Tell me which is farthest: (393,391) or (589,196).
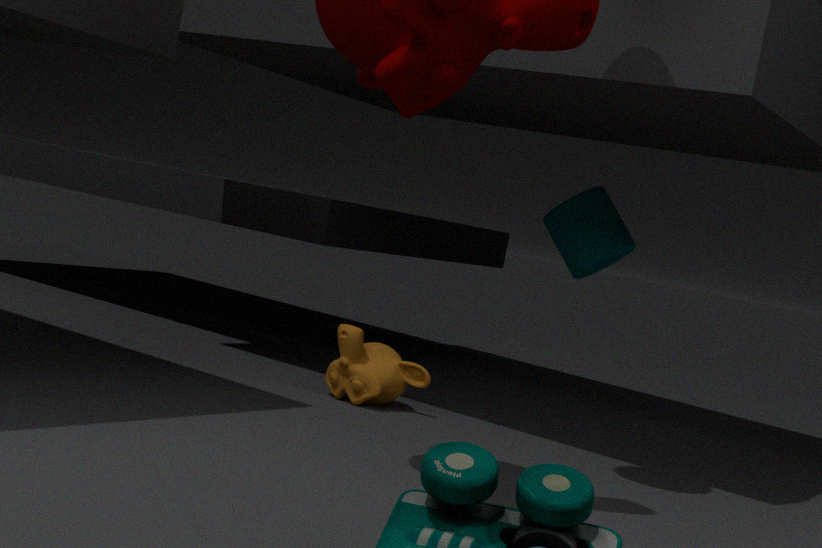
(589,196)
